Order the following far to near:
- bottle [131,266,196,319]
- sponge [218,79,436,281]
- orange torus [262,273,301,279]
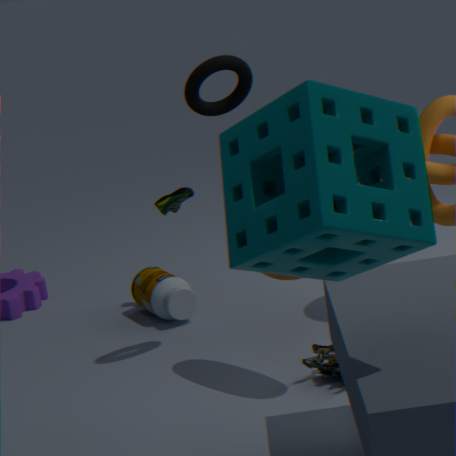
bottle [131,266,196,319] → orange torus [262,273,301,279] → sponge [218,79,436,281]
